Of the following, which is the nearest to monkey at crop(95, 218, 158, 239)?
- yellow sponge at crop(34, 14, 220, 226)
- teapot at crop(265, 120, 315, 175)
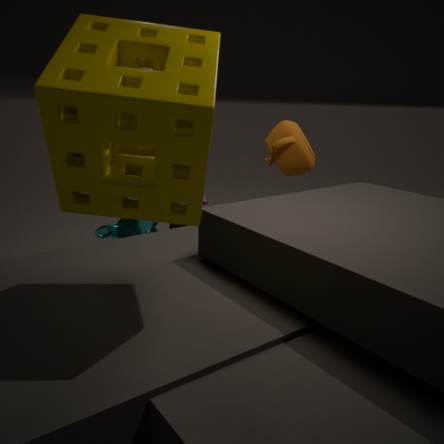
teapot at crop(265, 120, 315, 175)
